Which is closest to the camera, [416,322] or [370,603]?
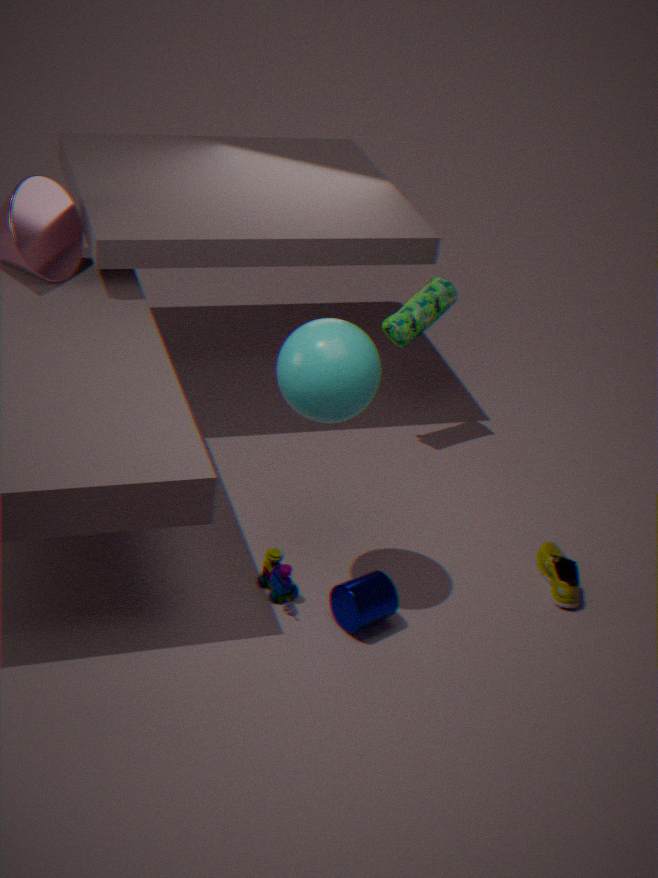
[370,603]
